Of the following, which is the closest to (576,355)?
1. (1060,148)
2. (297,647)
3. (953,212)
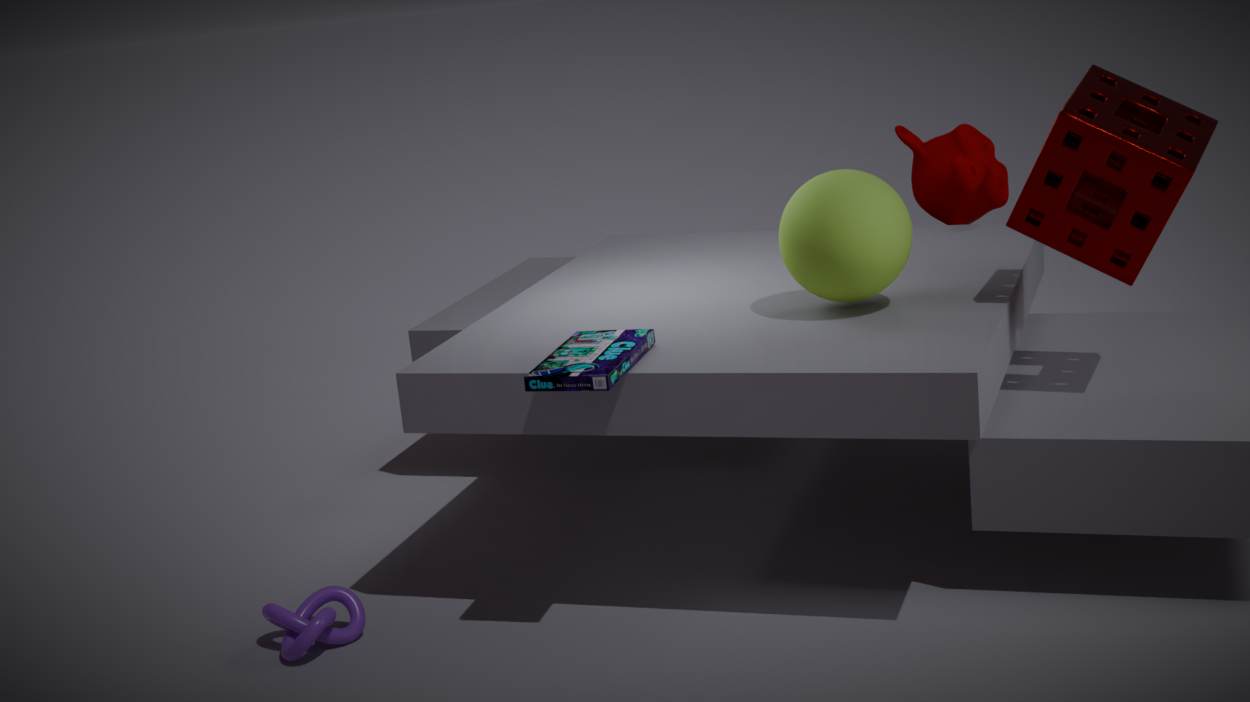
(297,647)
